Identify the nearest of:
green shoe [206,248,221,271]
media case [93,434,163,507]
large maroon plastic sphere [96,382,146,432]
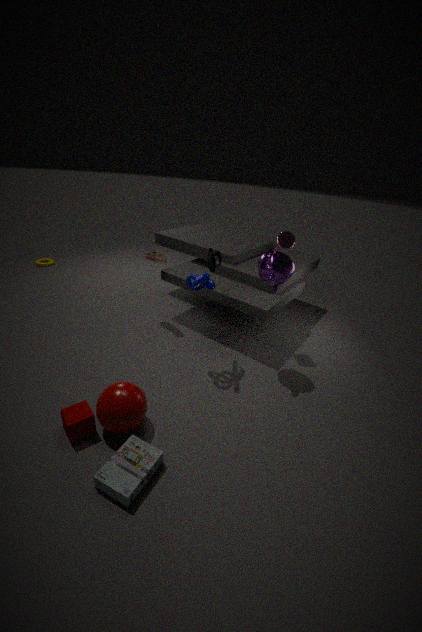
media case [93,434,163,507]
